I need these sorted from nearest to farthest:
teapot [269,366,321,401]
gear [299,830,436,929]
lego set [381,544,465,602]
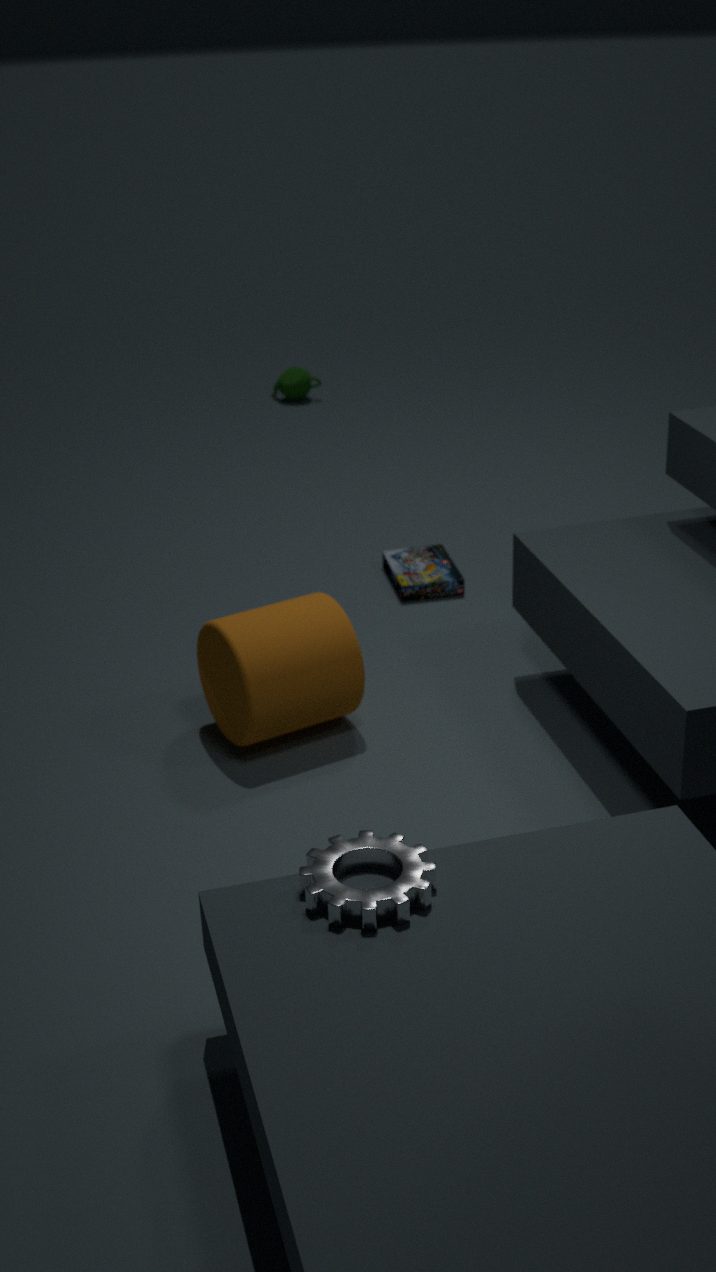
gear [299,830,436,929], lego set [381,544,465,602], teapot [269,366,321,401]
